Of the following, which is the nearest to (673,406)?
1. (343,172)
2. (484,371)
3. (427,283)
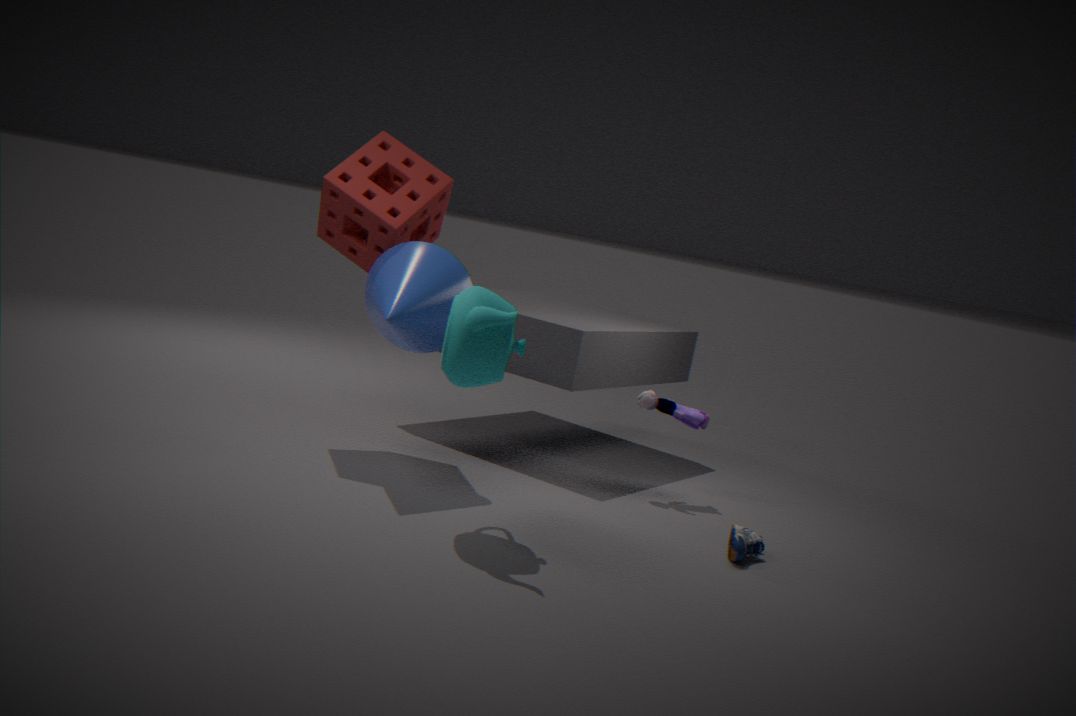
(427,283)
